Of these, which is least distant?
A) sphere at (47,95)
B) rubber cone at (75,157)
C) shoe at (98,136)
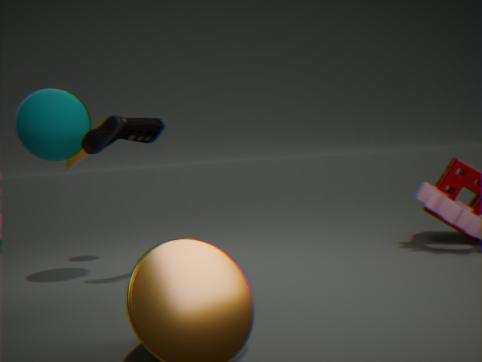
shoe at (98,136)
